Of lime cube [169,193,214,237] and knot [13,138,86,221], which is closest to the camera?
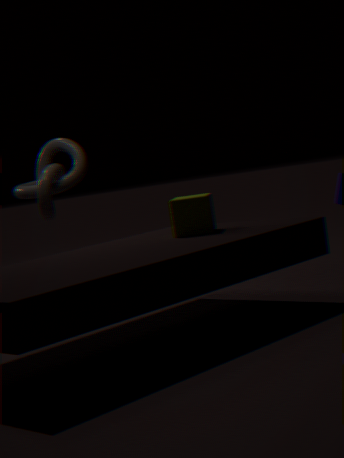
lime cube [169,193,214,237]
